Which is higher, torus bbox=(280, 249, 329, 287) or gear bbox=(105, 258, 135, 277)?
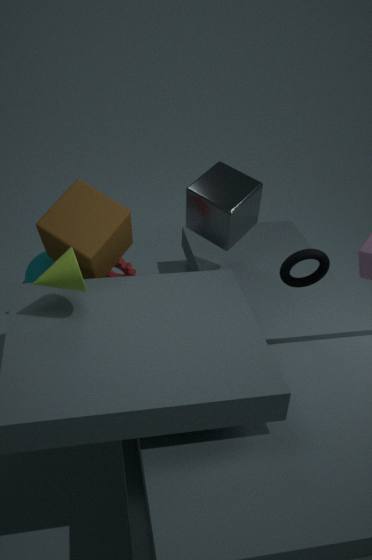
torus bbox=(280, 249, 329, 287)
